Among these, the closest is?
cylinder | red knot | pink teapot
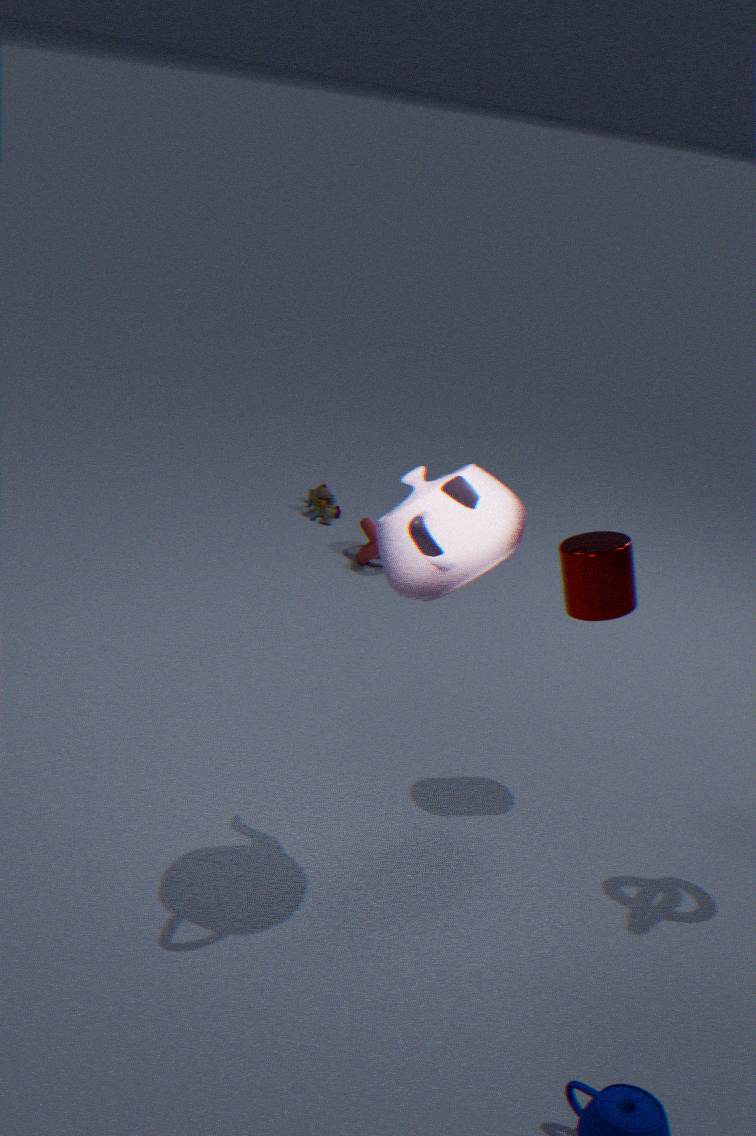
pink teapot
